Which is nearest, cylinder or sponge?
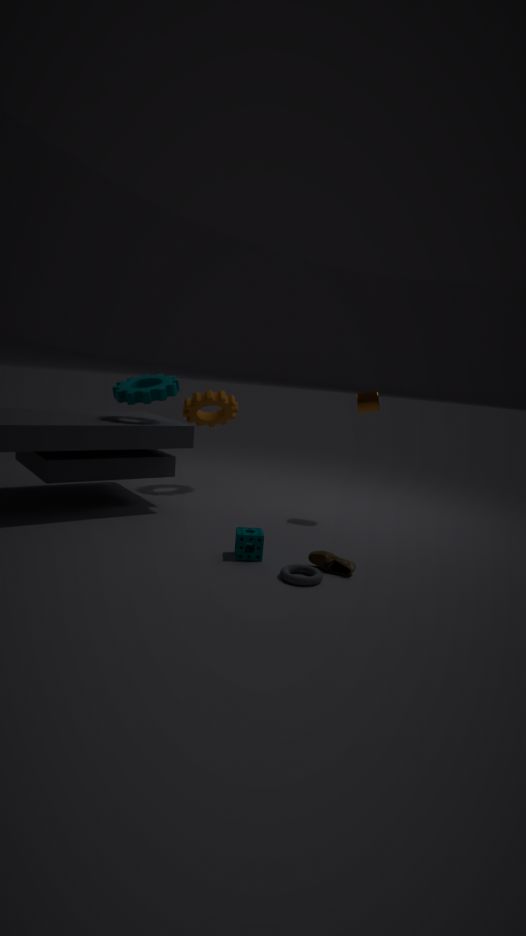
sponge
